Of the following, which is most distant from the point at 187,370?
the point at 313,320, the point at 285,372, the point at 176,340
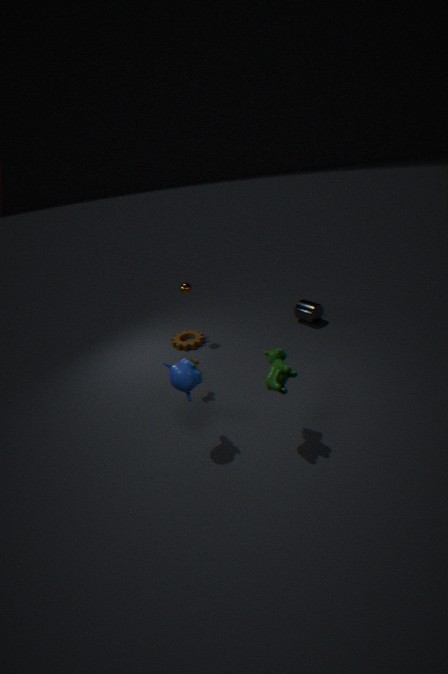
the point at 313,320
